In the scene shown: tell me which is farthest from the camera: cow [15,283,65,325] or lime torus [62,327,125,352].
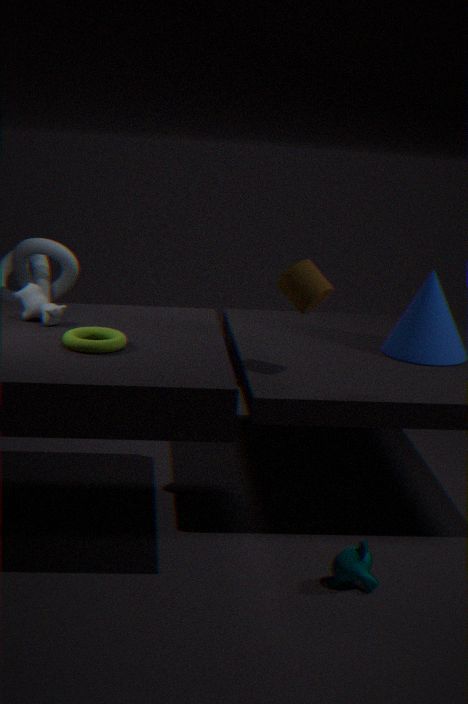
cow [15,283,65,325]
